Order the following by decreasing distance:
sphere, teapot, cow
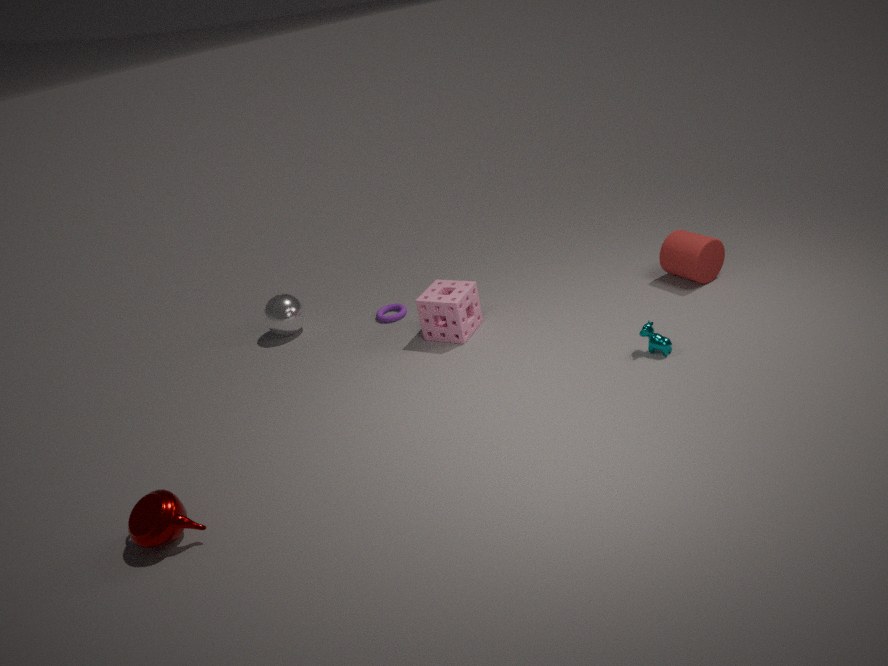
sphere → cow → teapot
